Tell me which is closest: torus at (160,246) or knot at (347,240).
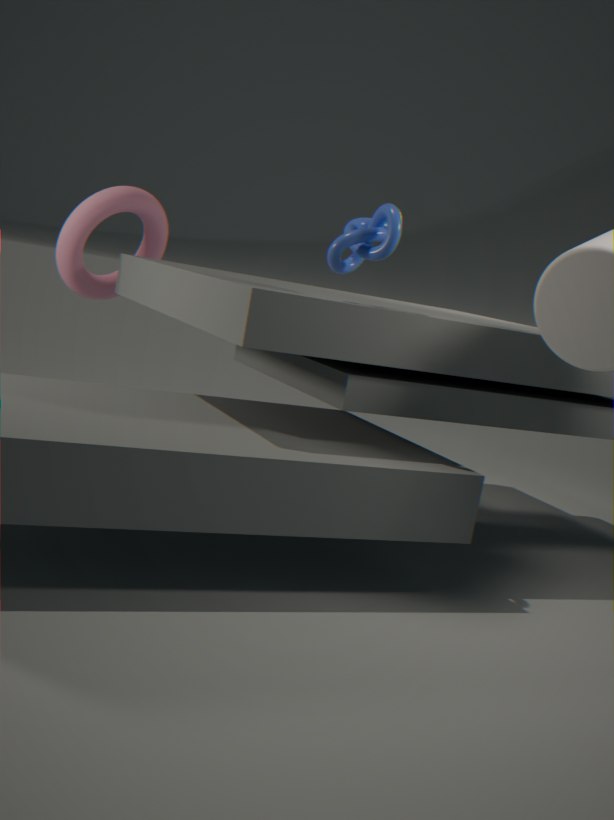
knot at (347,240)
